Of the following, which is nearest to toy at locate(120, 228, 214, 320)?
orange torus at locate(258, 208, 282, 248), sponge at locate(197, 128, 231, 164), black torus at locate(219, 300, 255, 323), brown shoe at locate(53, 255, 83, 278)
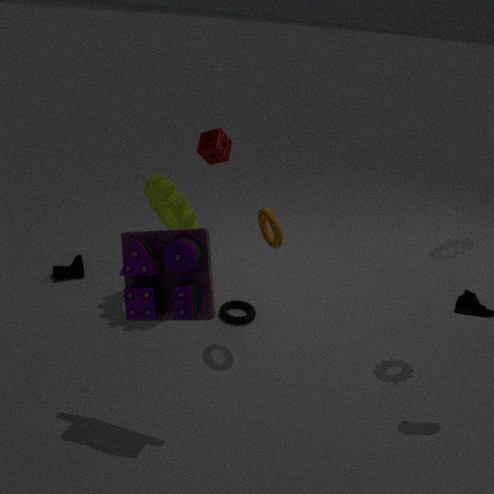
orange torus at locate(258, 208, 282, 248)
